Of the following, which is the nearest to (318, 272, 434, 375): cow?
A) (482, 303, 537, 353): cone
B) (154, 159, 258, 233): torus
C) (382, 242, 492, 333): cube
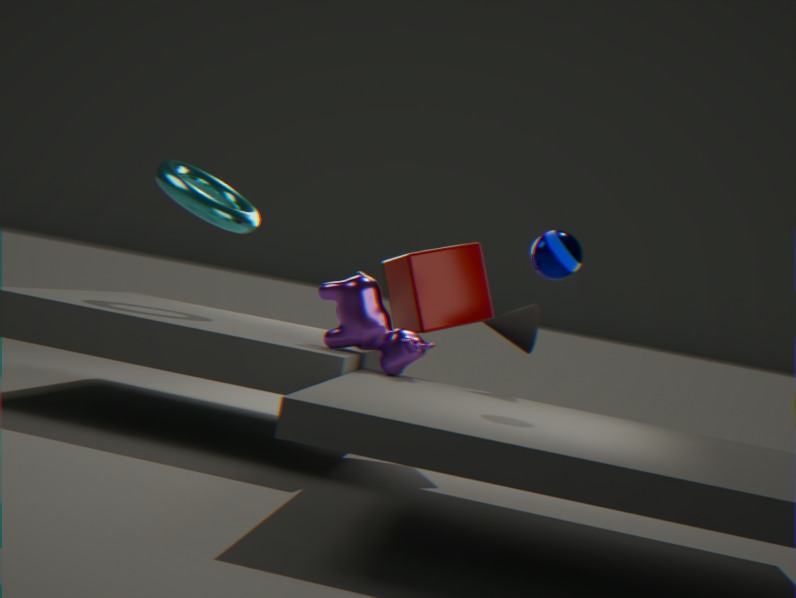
(382, 242, 492, 333): cube
